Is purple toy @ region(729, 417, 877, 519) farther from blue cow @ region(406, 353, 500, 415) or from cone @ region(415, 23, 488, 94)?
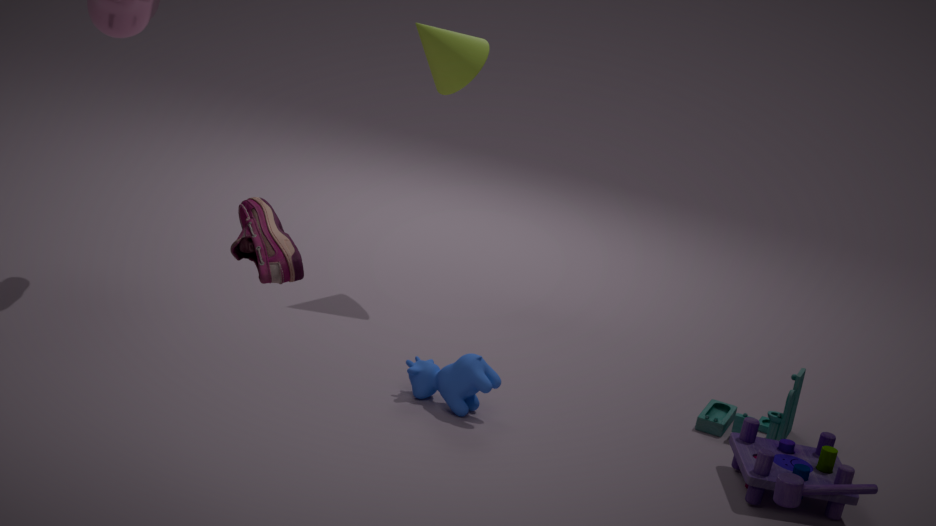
cone @ region(415, 23, 488, 94)
